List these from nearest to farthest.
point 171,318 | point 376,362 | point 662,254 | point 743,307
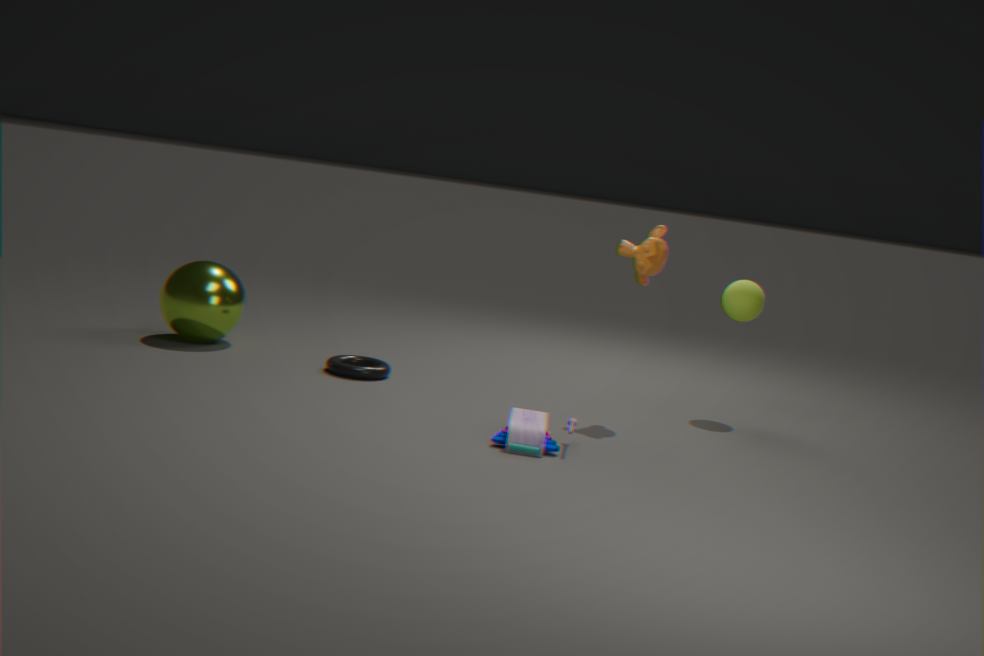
point 662,254
point 743,307
point 376,362
point 171,318
